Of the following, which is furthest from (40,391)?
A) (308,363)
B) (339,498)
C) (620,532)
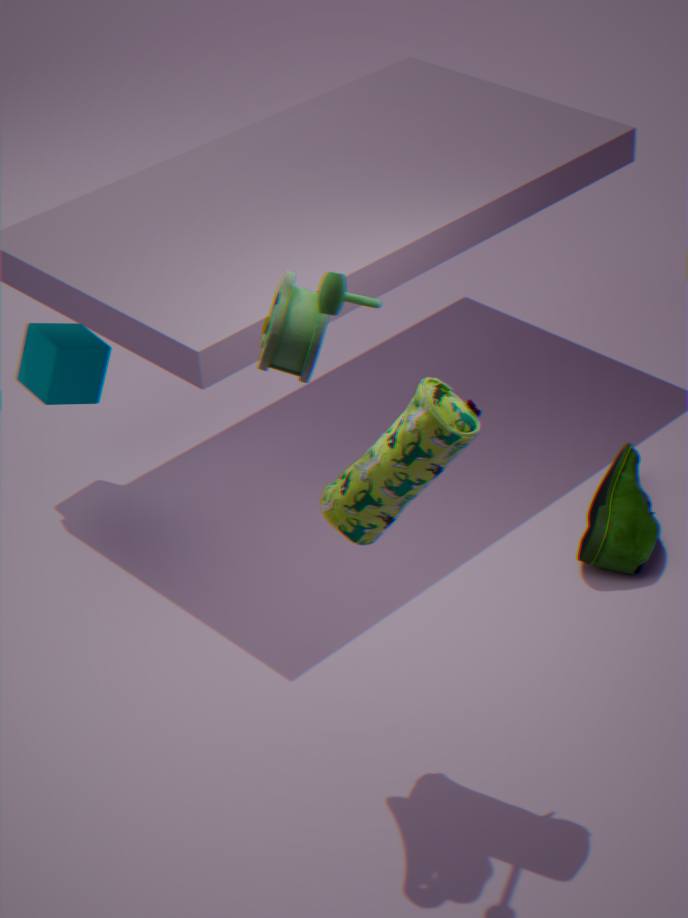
(620,532)
